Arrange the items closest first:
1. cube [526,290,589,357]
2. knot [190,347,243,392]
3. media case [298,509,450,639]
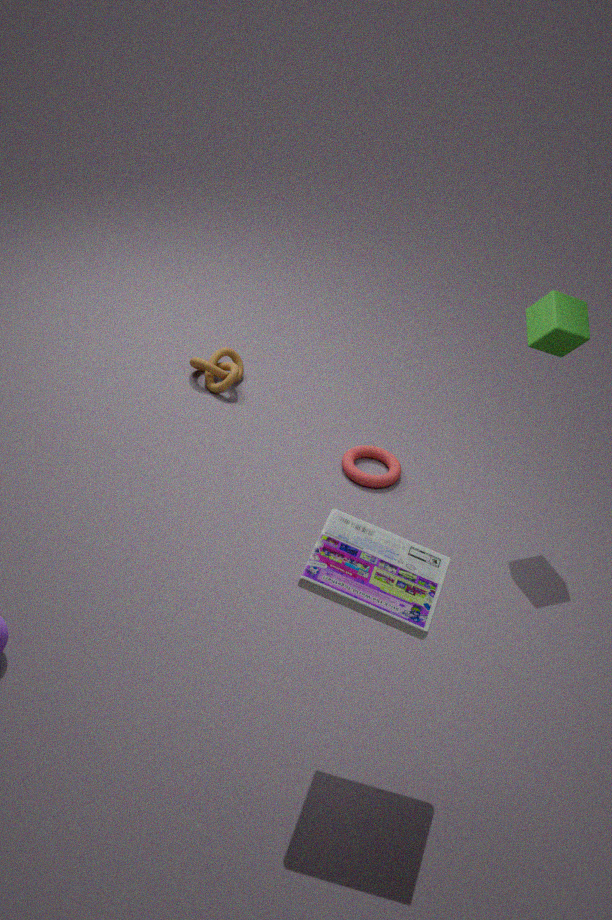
1. media case [298,509,450,639]
2. cube [526,290,589,357]
3. knot [190,347,243,392]
